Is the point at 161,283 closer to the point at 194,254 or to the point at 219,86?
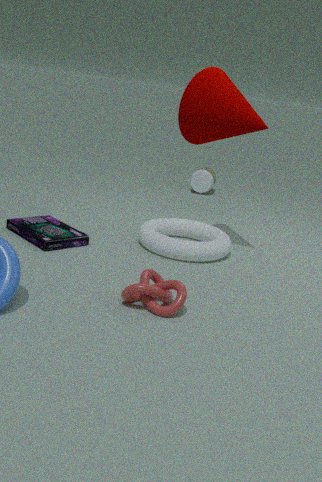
the point at 194,254
